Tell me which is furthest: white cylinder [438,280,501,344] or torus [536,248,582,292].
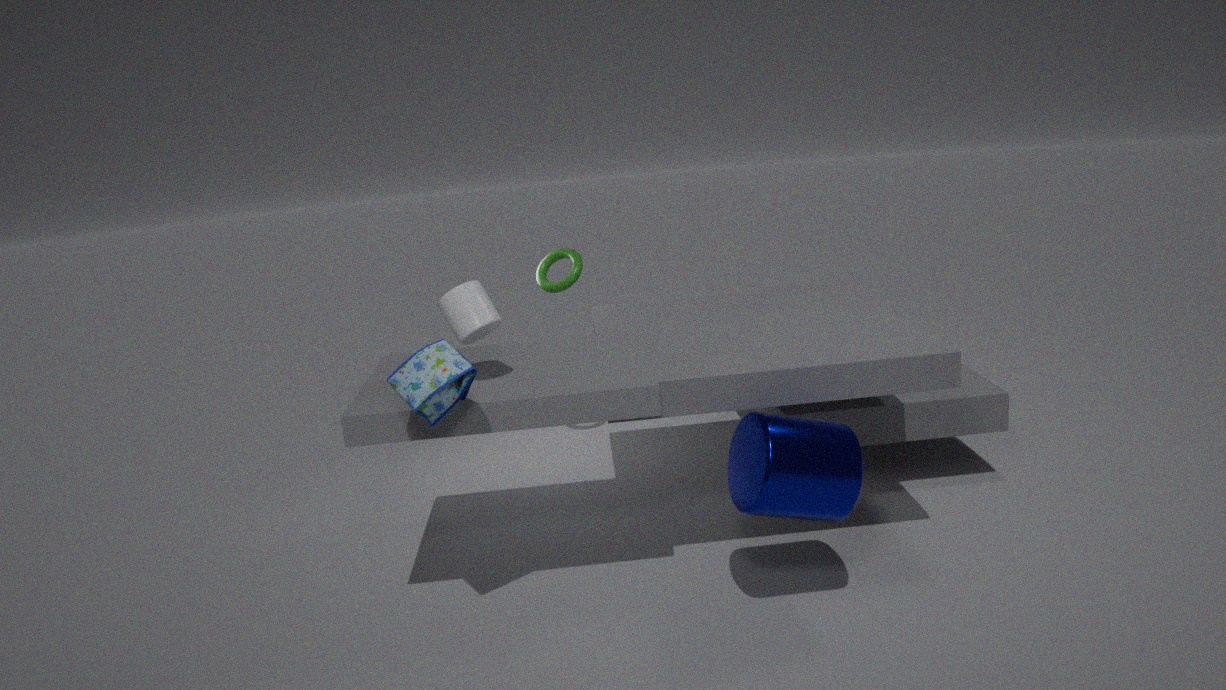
torus [536,248,582,292]
